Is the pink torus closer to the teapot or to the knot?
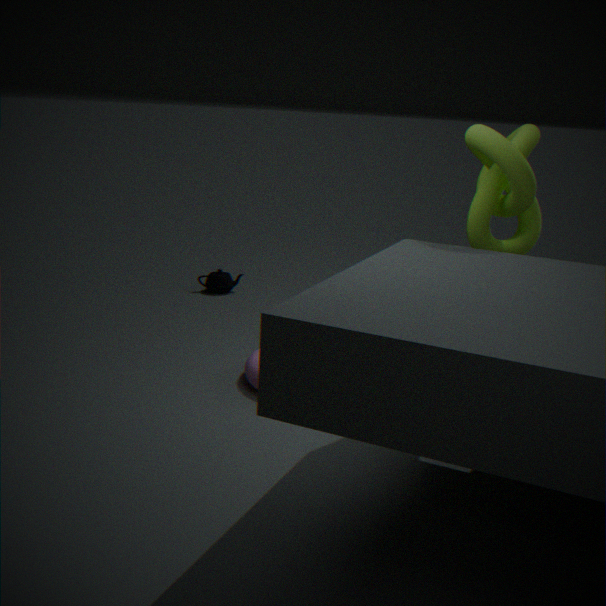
the knot
